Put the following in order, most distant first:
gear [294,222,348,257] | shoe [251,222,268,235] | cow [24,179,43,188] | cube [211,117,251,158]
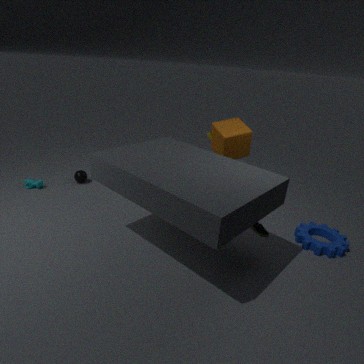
cow [24,179,43,188]
cube [211,117,251,158]
shoe [251,222,268,235]
gear [294,222,348,257]
